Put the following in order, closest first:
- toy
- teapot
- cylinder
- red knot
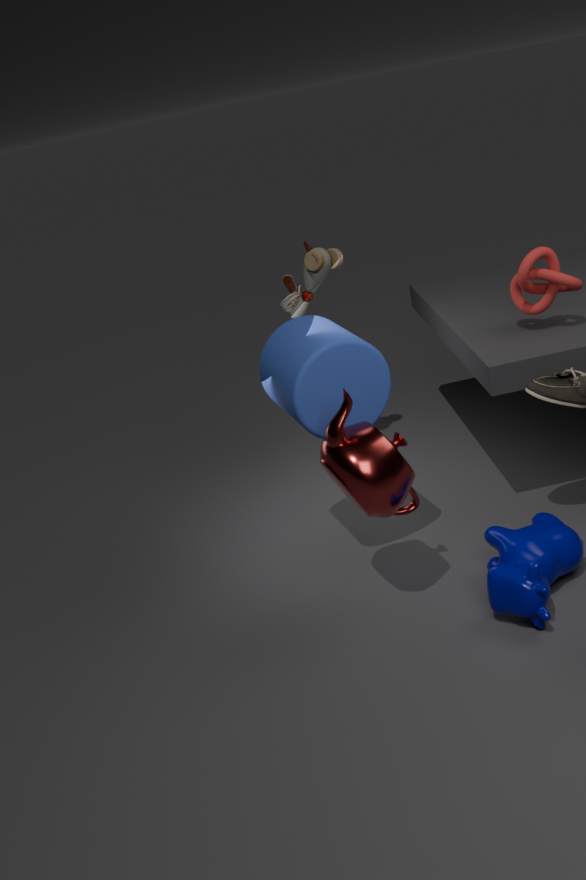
1. teapot
2. cylinder
3. red knot
4. toy
